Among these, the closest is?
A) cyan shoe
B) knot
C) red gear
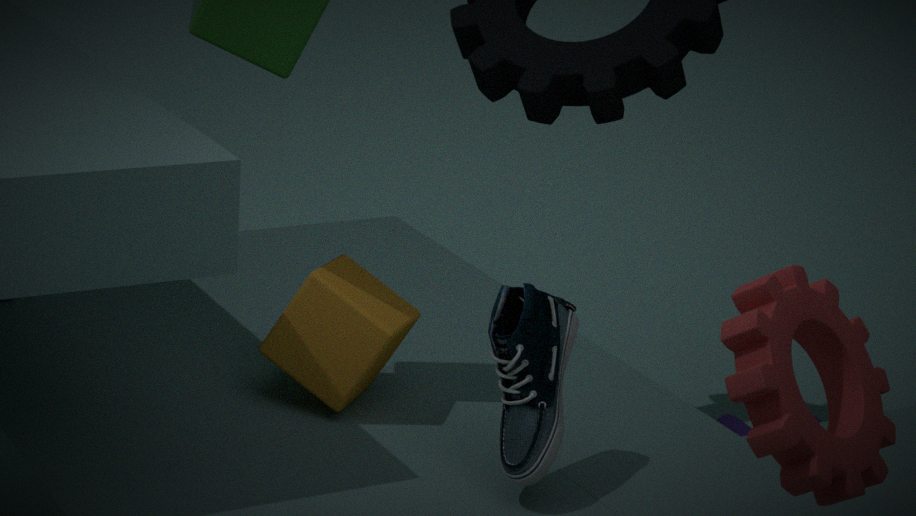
red gear
